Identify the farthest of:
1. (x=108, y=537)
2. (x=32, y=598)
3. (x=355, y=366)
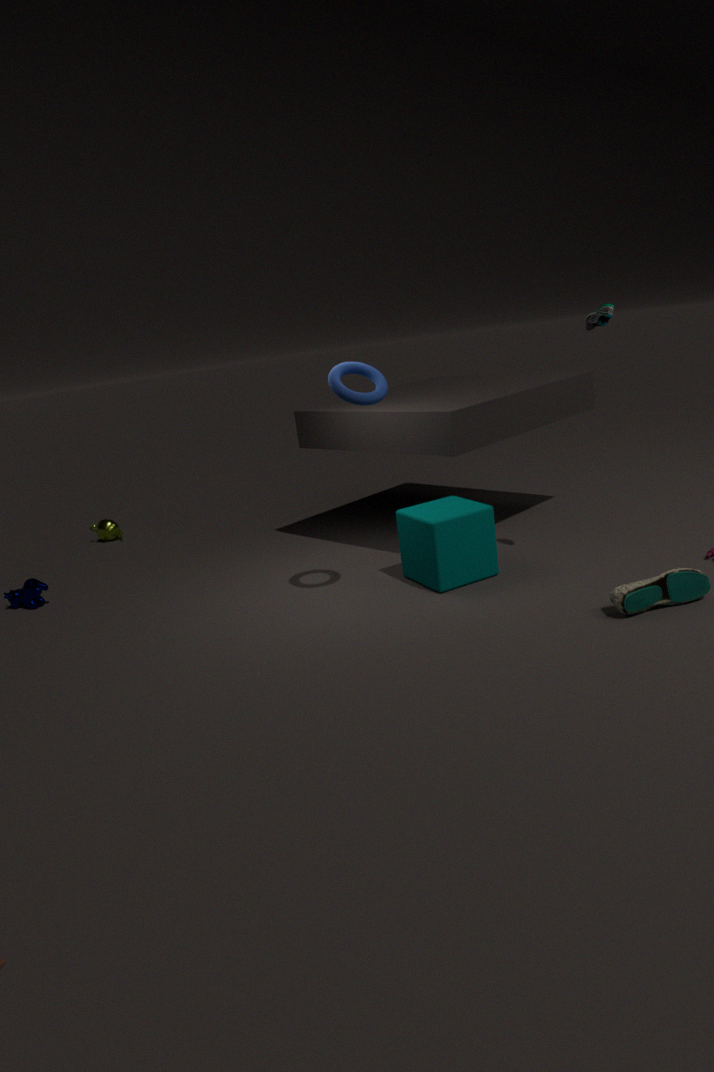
(x=108, y=537)
